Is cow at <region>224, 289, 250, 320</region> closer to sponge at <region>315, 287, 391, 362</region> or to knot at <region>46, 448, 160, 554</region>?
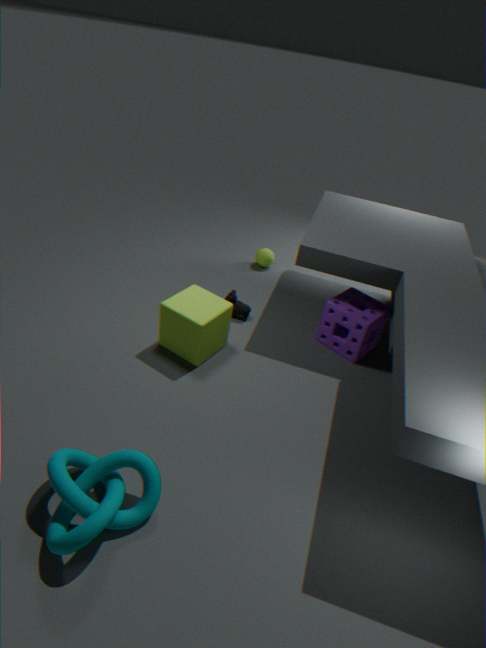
sponge at <region>315, 287, 391, 362</region>
